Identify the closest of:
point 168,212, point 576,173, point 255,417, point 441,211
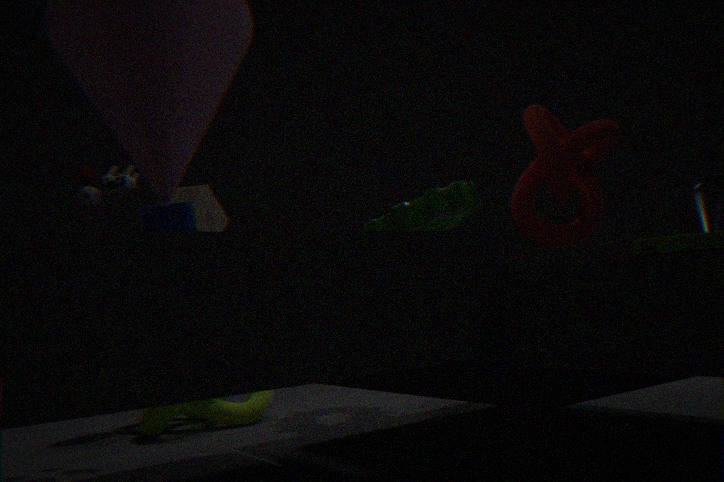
point 168,212
